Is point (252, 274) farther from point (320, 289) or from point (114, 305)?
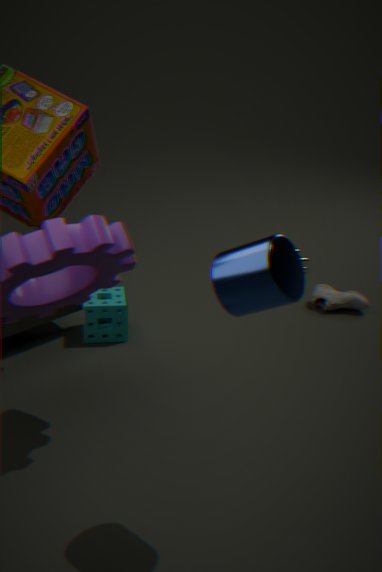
point (320, 289)
